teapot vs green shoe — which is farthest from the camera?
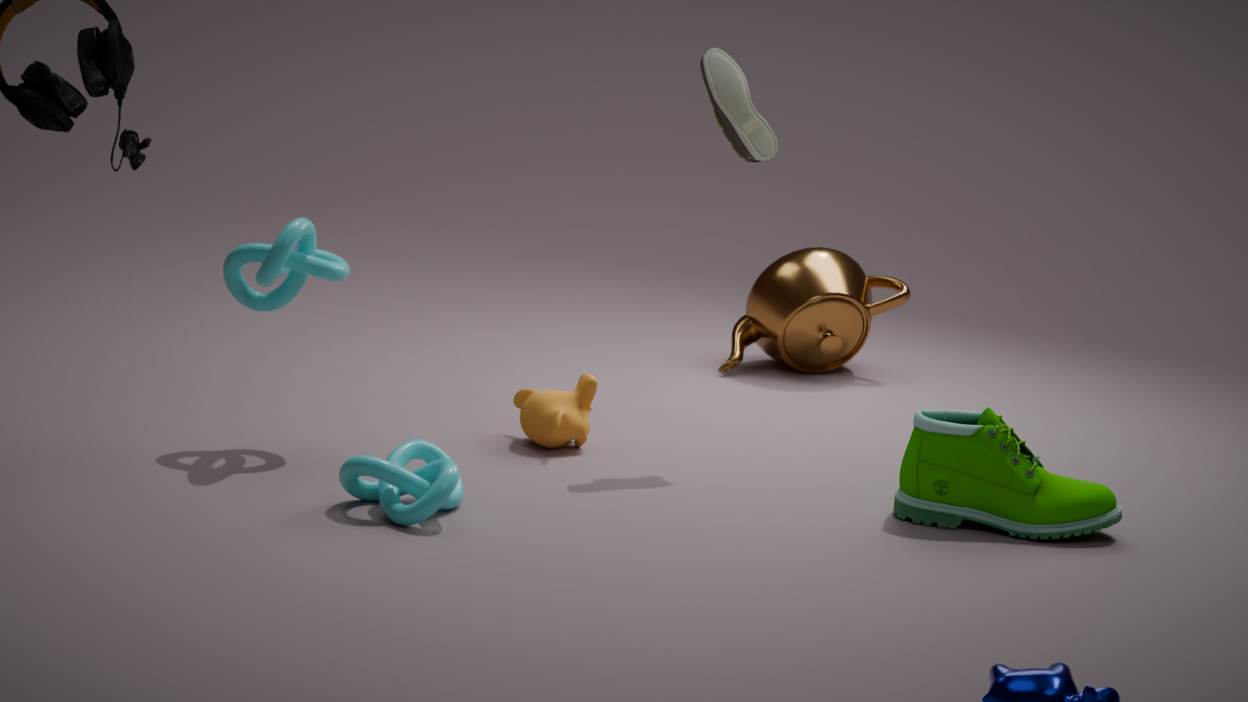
teapot
